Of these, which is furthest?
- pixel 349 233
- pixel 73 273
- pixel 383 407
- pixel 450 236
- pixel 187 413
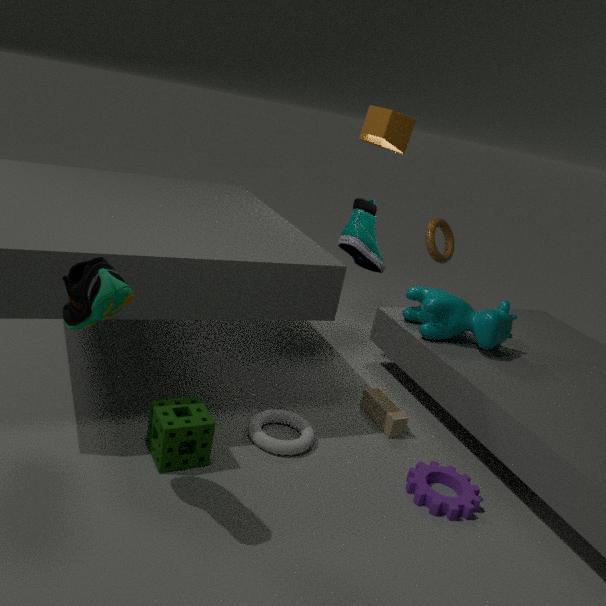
pixel 450 236
